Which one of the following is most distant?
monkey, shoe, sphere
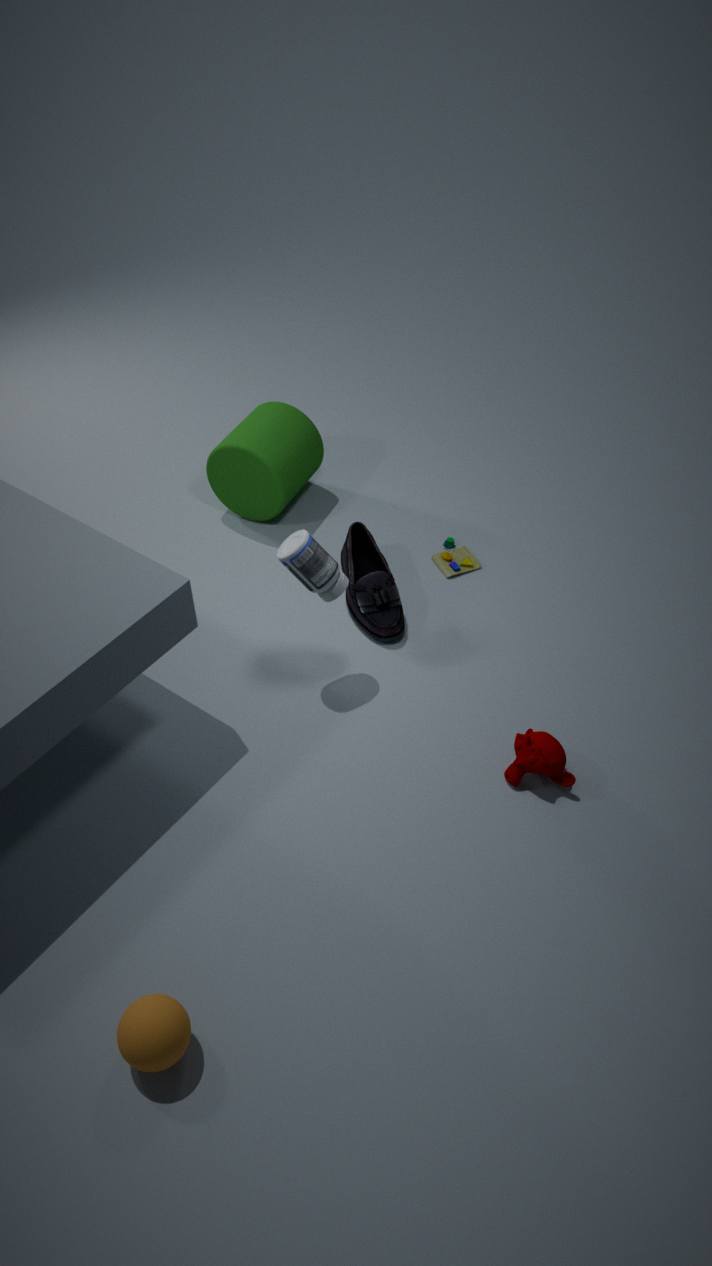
shoe
